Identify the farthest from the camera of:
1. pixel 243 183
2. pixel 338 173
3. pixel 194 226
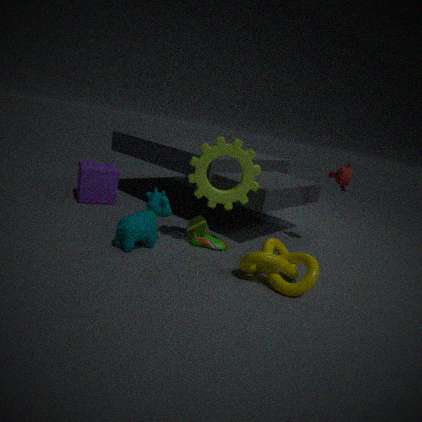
pixel 338 173
